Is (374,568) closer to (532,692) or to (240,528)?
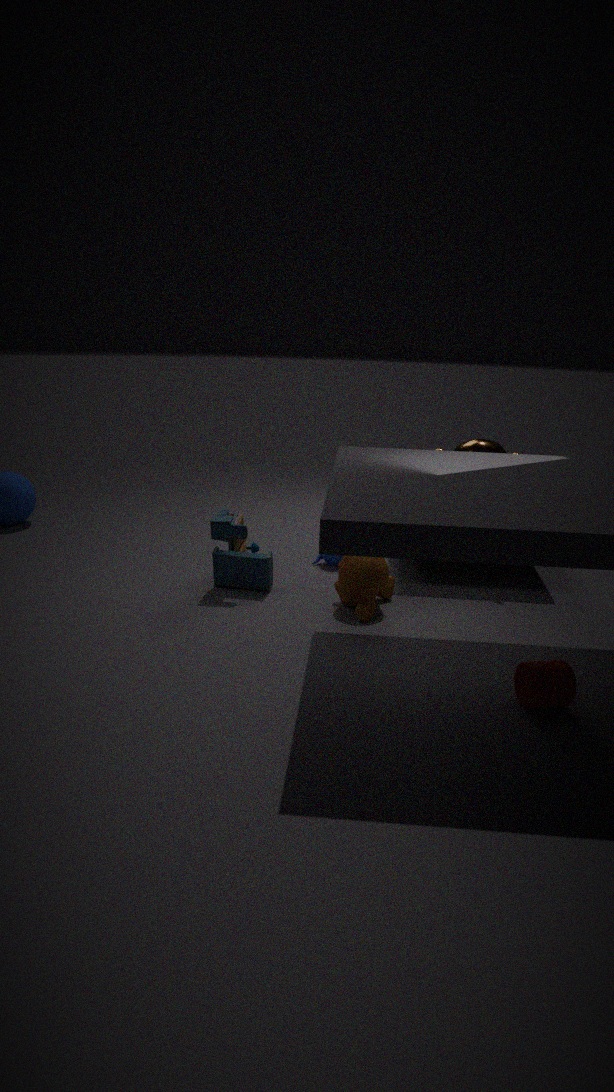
(240,528)
